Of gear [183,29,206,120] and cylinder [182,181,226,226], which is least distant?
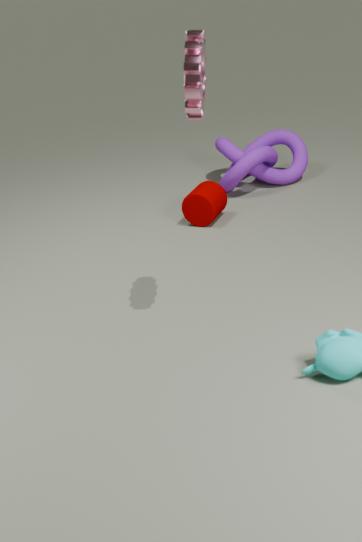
gear [183,29,206,120]
